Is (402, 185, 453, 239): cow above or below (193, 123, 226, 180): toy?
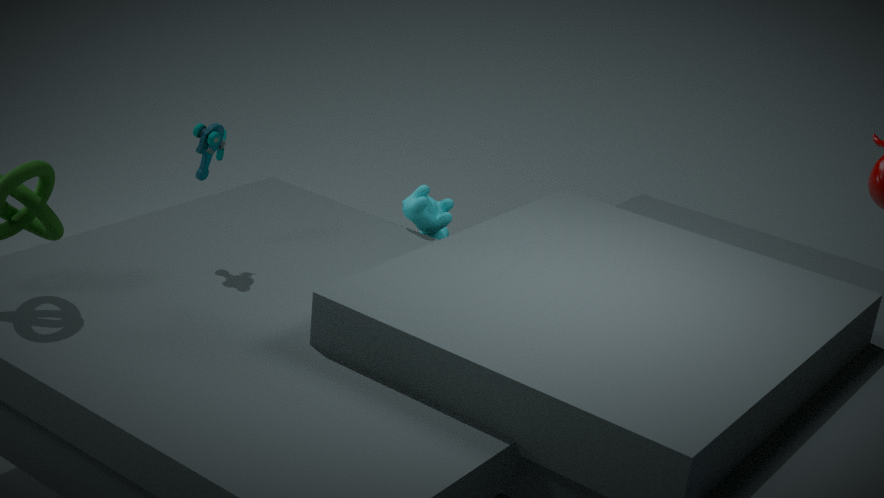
below
